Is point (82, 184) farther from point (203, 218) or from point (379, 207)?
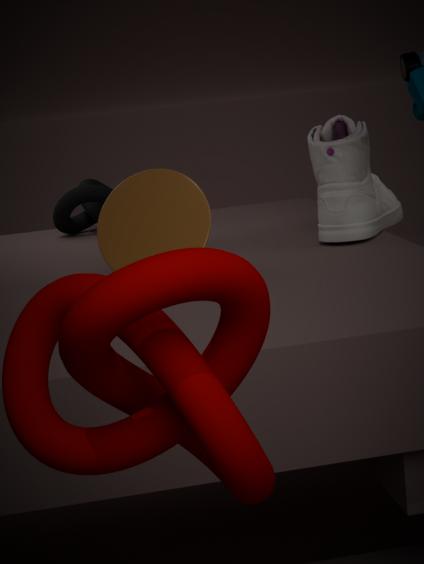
point (203, 218)
